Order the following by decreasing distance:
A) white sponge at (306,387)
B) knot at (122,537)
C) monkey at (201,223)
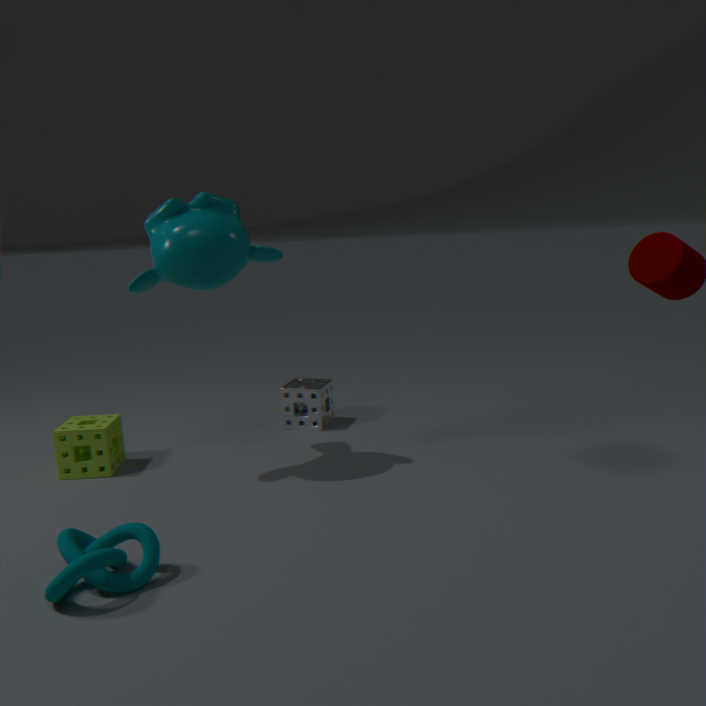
1. white sponge at (306,387)
2. monkey at (201,223)
3. knot at (122,537)
